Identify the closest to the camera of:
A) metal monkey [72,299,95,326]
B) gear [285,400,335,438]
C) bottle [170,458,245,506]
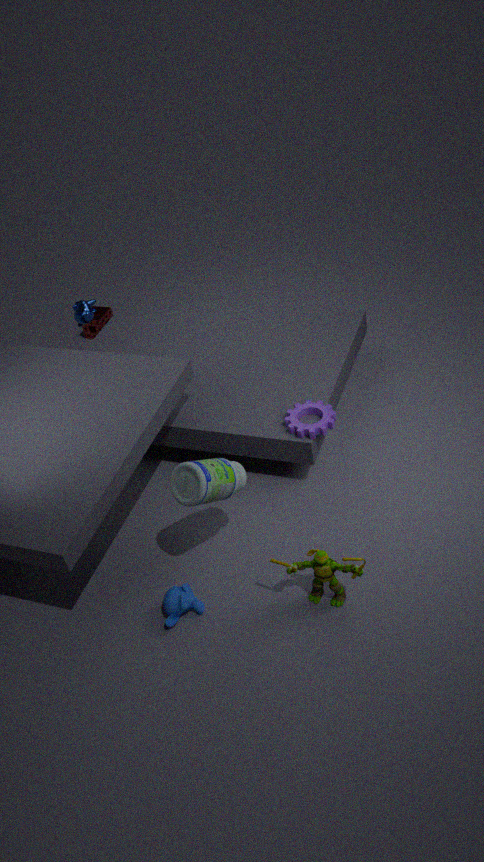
bottle [170,458,245,506]
